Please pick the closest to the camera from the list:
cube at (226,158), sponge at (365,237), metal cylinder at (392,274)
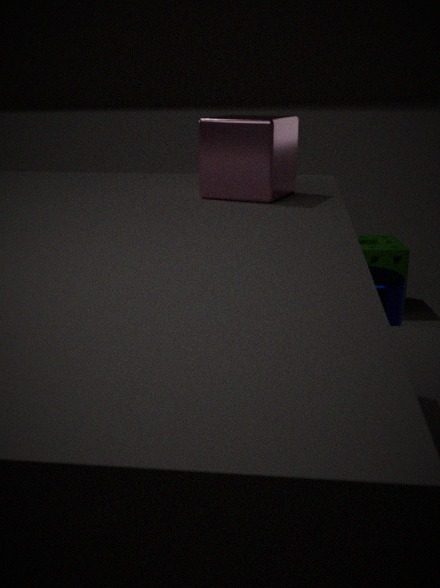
cube at (226,158)
